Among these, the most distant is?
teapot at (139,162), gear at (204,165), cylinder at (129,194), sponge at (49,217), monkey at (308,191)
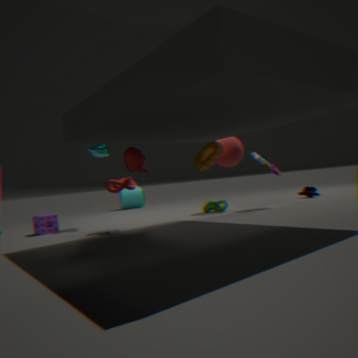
cylinder at (129,194)
